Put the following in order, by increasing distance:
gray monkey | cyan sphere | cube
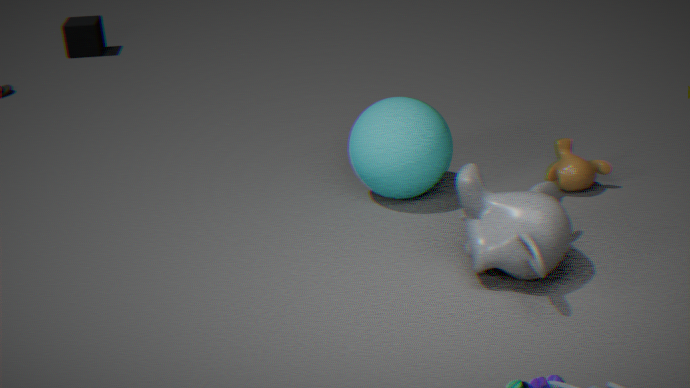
gray monkey → cyan sphere → cube
